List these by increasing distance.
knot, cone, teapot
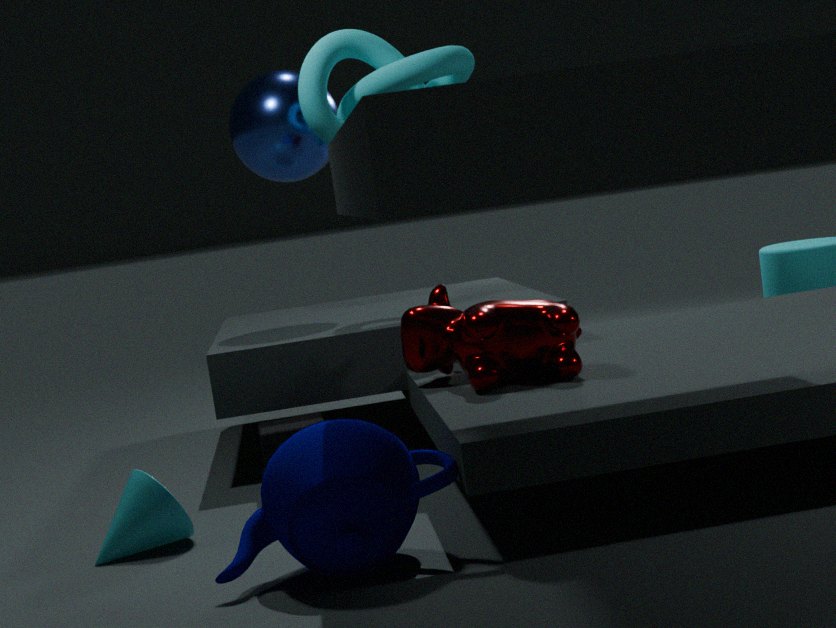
teapot
cone
knot
